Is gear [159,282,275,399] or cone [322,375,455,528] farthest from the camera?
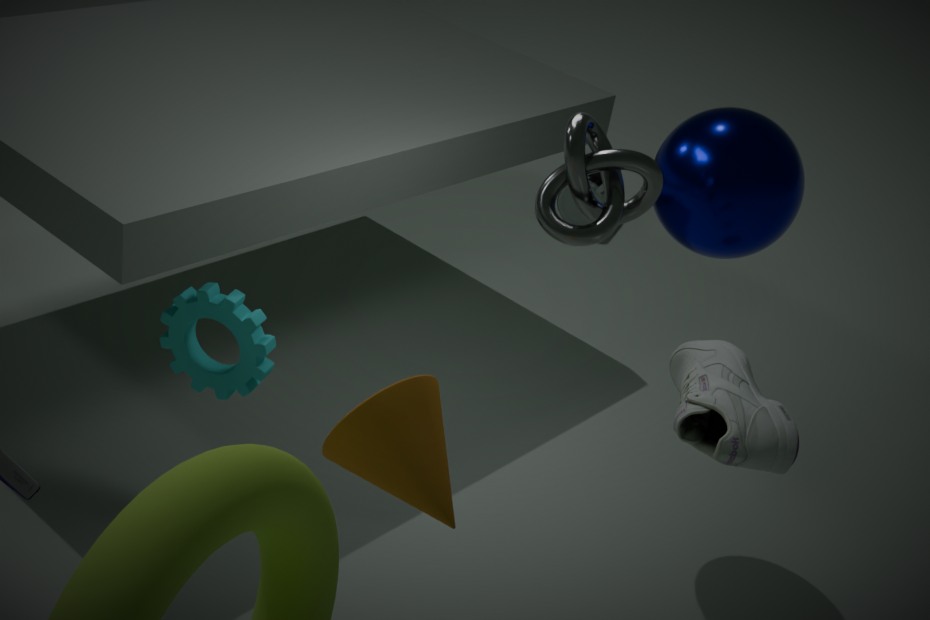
gear [159,282,275,399]
